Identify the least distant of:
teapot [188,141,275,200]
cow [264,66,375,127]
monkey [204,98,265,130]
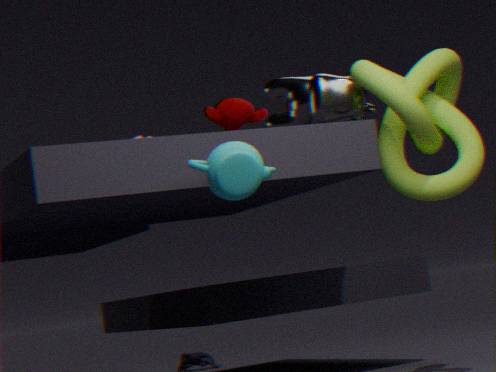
teapot [188,141,275,200]
